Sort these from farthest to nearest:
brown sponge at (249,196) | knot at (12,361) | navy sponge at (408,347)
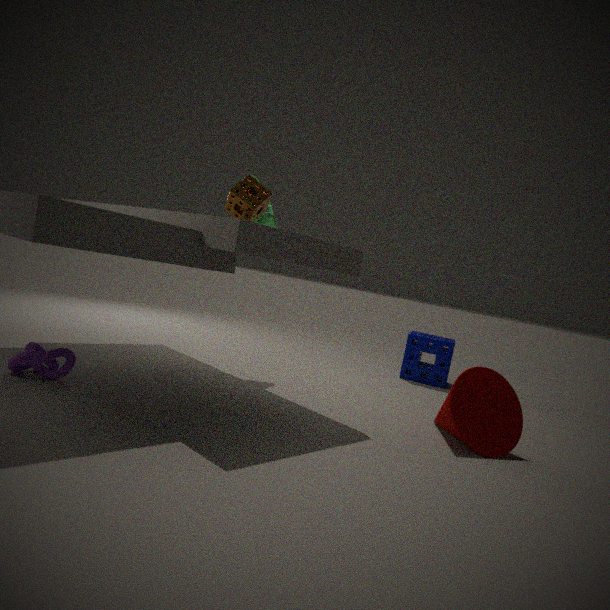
navy sponge at (408,347) < brown sponge at (249,196) < knot at (12,361)
